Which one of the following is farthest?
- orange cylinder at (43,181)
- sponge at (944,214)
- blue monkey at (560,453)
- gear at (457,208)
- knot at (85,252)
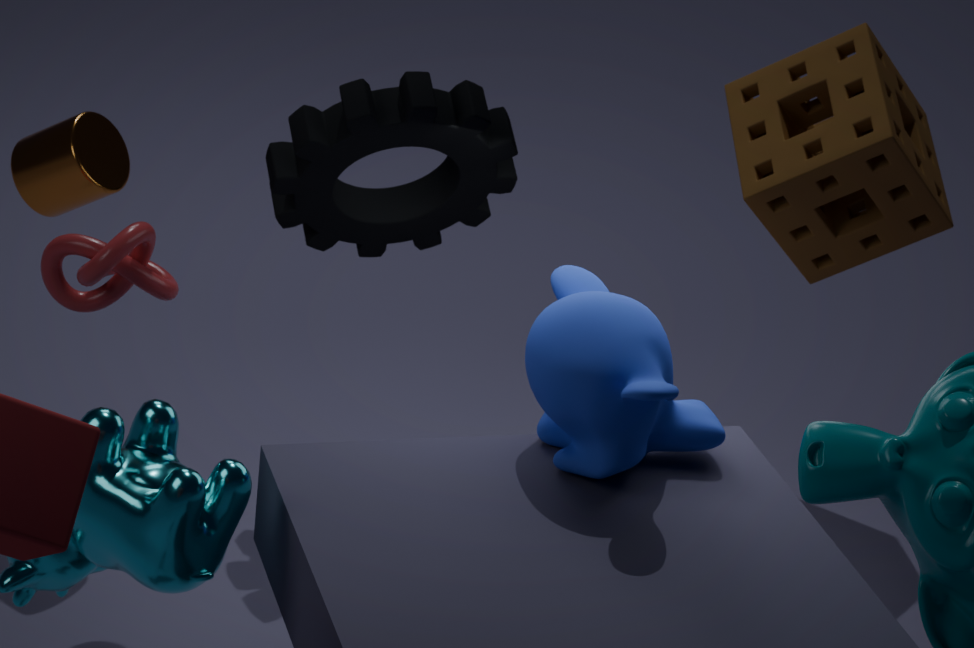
sponge at (944,214)
